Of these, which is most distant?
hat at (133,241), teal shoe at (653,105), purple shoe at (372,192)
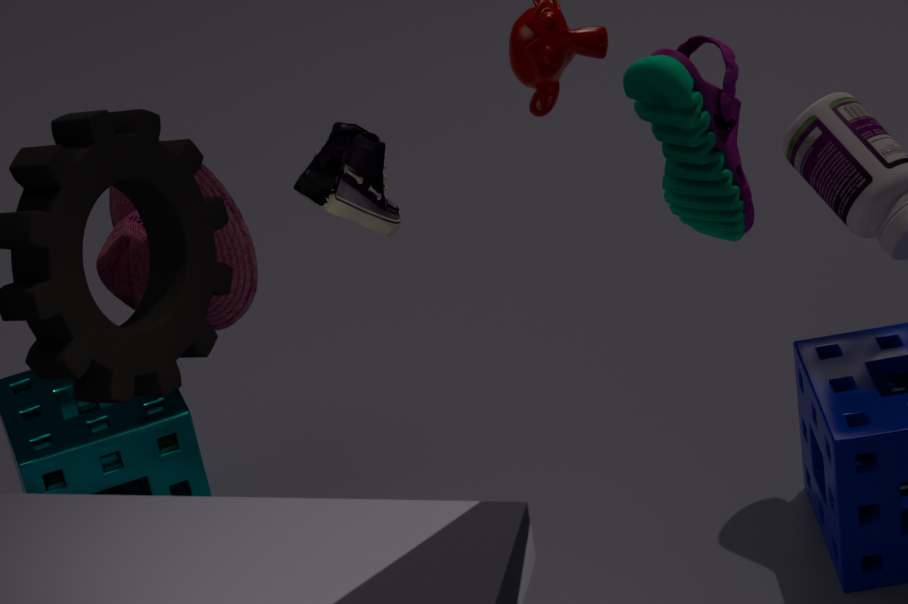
hat at (133,241)
